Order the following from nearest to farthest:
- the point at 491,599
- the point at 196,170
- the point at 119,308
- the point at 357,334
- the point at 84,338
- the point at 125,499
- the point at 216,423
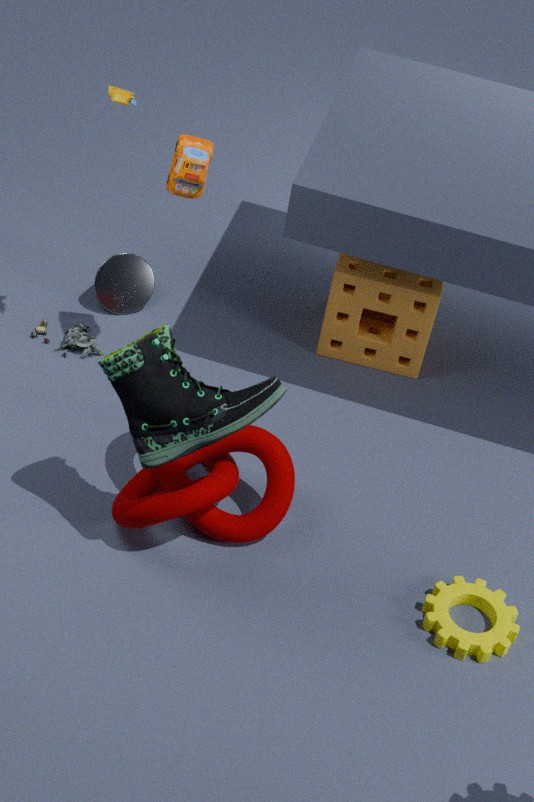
the point at 216,423
the point at 125,499
the point at 491,599
the point at 196,170
the point at 84,338
the point at 357,334
the point at 119,308
